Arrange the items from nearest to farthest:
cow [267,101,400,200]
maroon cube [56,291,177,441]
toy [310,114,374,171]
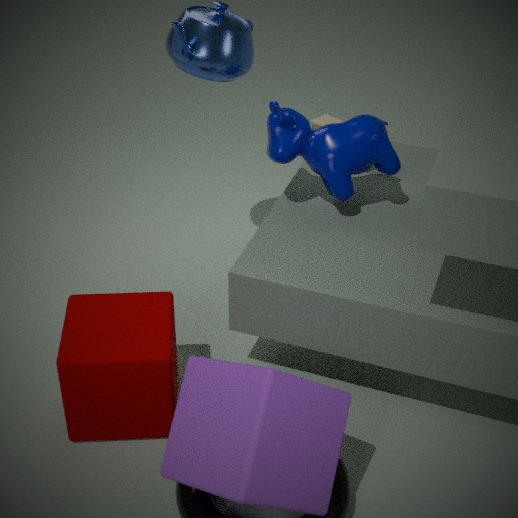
maroon cube [56,291,177,441] < cow [267,101,400,200] < toy [310,114,374,171]
